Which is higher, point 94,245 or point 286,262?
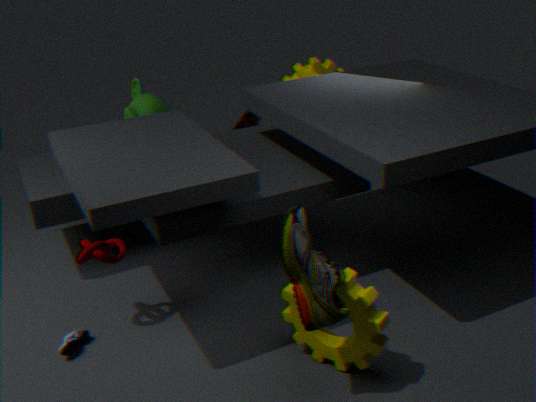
point 286,262
